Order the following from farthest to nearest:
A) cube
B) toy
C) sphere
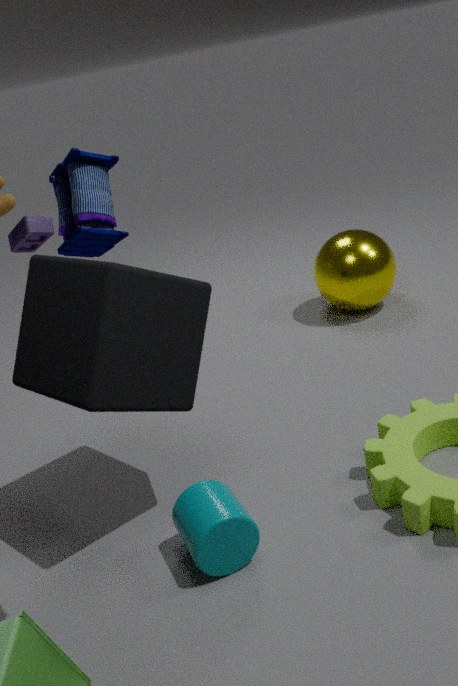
sphere
cube
toy
